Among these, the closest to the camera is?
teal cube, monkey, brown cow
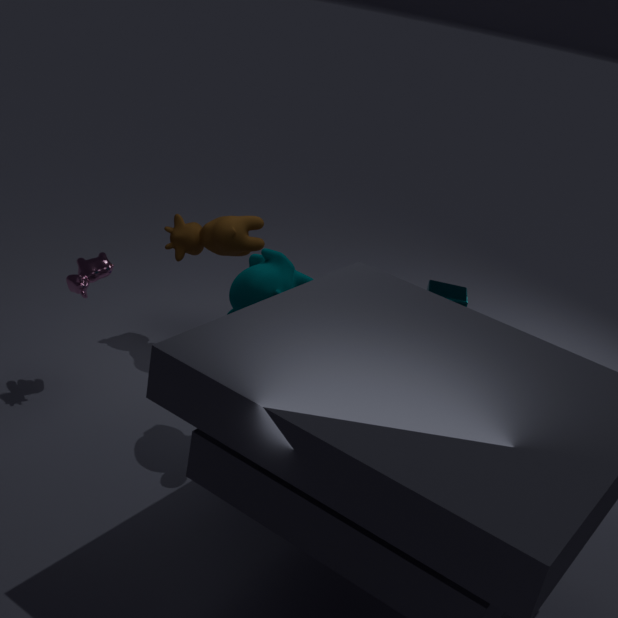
monkey
